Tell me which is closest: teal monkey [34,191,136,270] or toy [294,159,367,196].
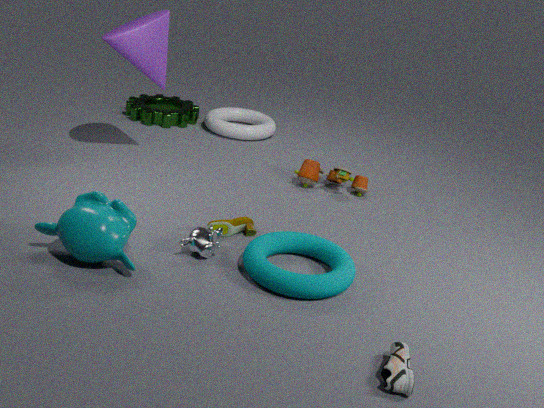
teal monkey [34,191,136,270]
